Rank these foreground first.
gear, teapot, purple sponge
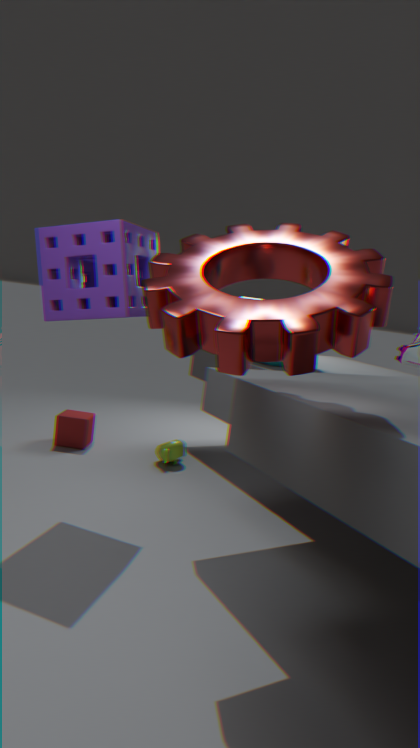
1. gear
2. purple sponge
3. teapot
